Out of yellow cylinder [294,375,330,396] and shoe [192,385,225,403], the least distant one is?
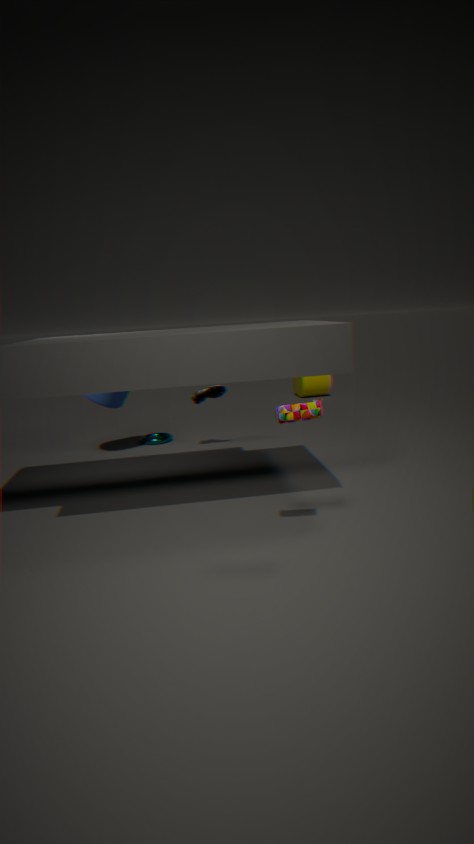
shoe [192,385,225,403]
